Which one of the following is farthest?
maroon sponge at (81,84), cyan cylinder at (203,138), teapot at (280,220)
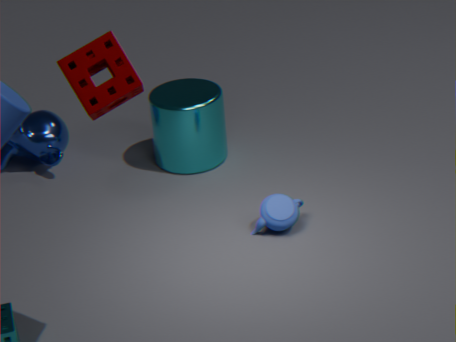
cyan cylinder at (203,138)
